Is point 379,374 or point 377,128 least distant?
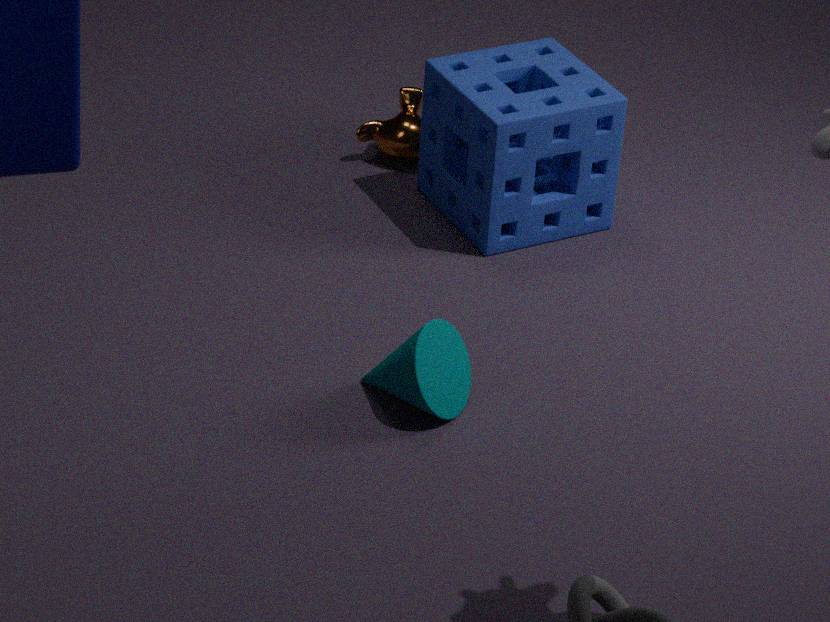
point 379,374
